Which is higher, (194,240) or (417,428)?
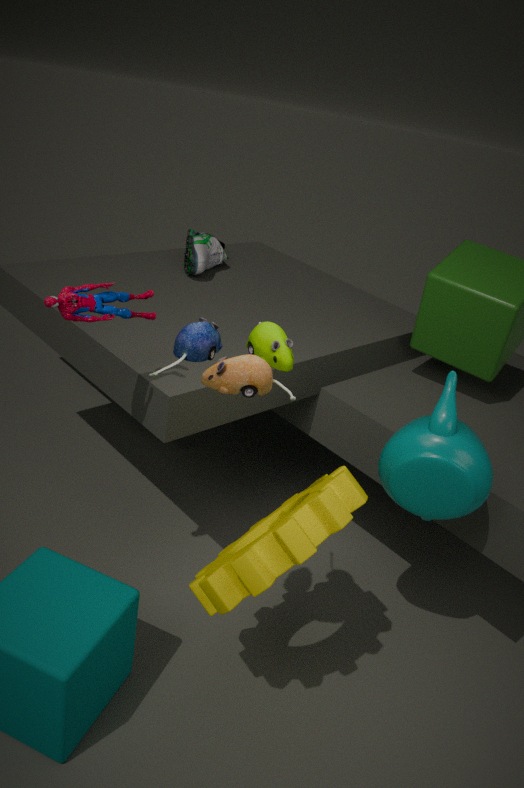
(194,240)
